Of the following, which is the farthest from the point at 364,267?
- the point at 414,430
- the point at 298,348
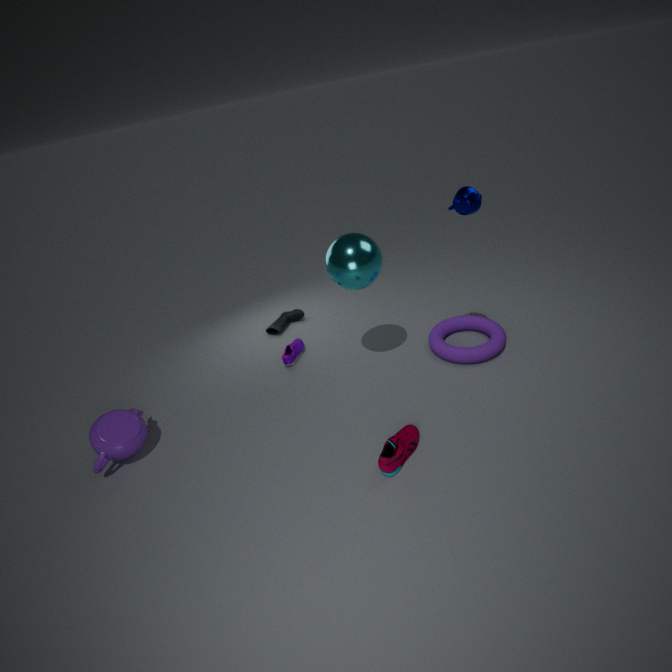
the point at 414,430
